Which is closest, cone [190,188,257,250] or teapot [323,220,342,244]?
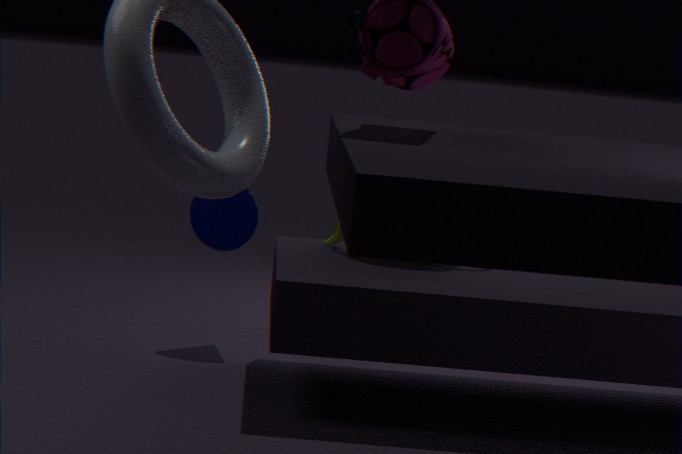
teapot [323,220,342,244]
